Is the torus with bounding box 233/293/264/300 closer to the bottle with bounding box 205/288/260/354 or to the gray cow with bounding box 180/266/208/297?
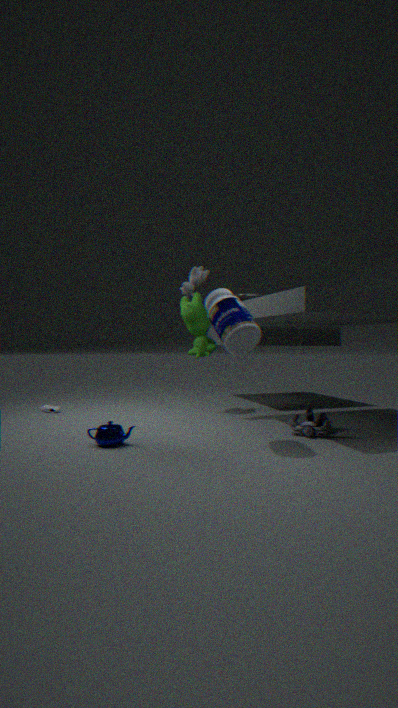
the gray cow with bounding box 180/266/208/297
